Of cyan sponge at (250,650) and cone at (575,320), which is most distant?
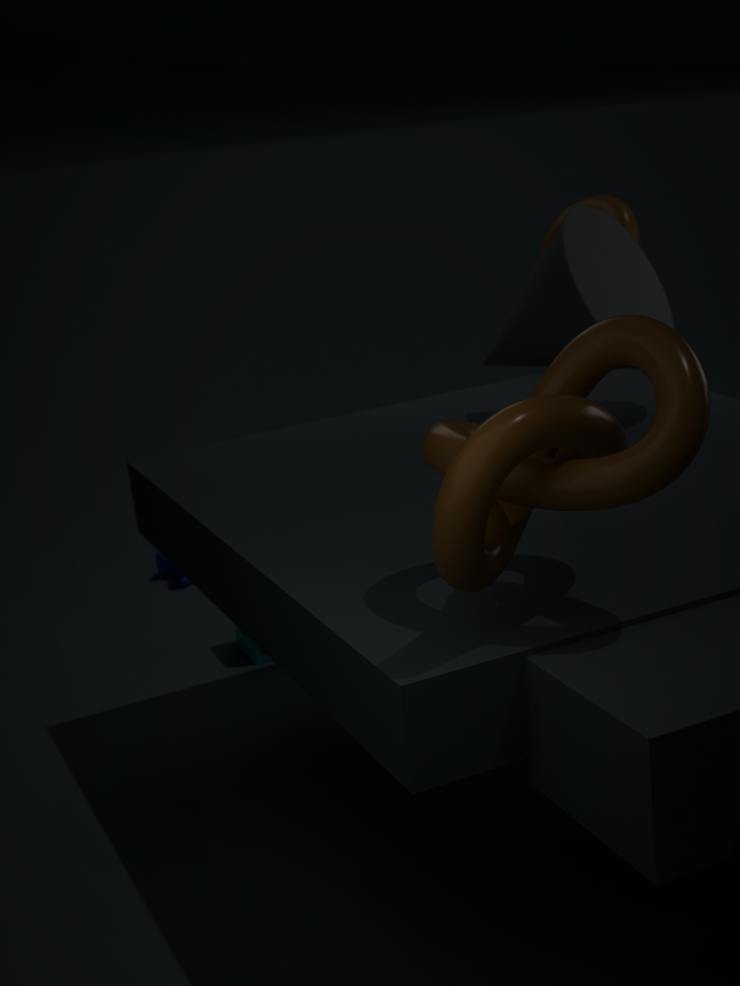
cyan sponge at (250,650)
